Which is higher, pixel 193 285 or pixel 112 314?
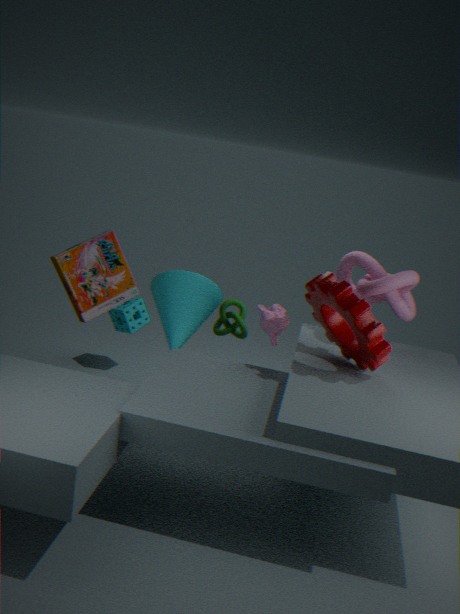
pixel 193 285
